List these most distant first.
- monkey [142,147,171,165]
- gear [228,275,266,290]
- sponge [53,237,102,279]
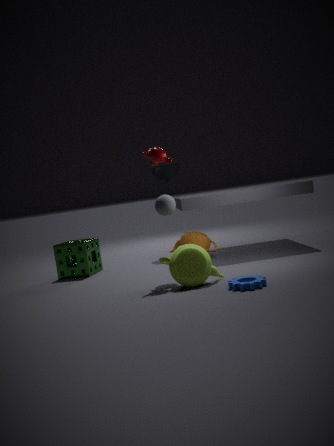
sponge [53,237,102,279] < monkey [142,147,171,165] < gear [228,275,266,290]
